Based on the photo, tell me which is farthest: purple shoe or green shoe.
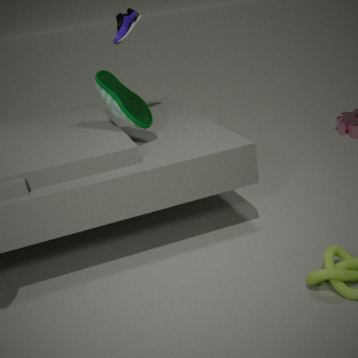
purple shoe
